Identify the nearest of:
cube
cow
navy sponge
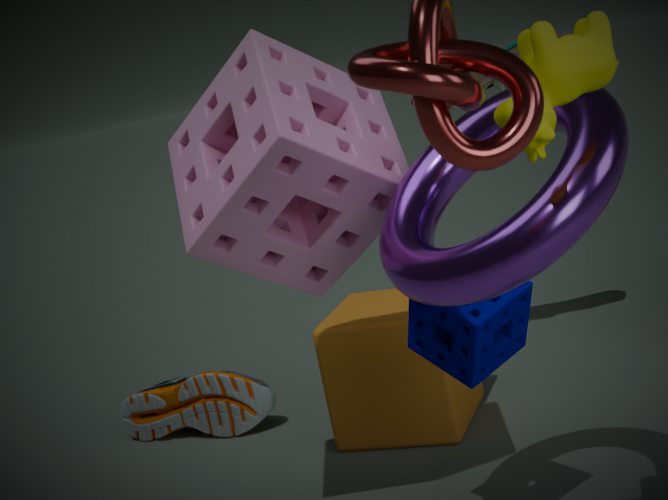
cow
